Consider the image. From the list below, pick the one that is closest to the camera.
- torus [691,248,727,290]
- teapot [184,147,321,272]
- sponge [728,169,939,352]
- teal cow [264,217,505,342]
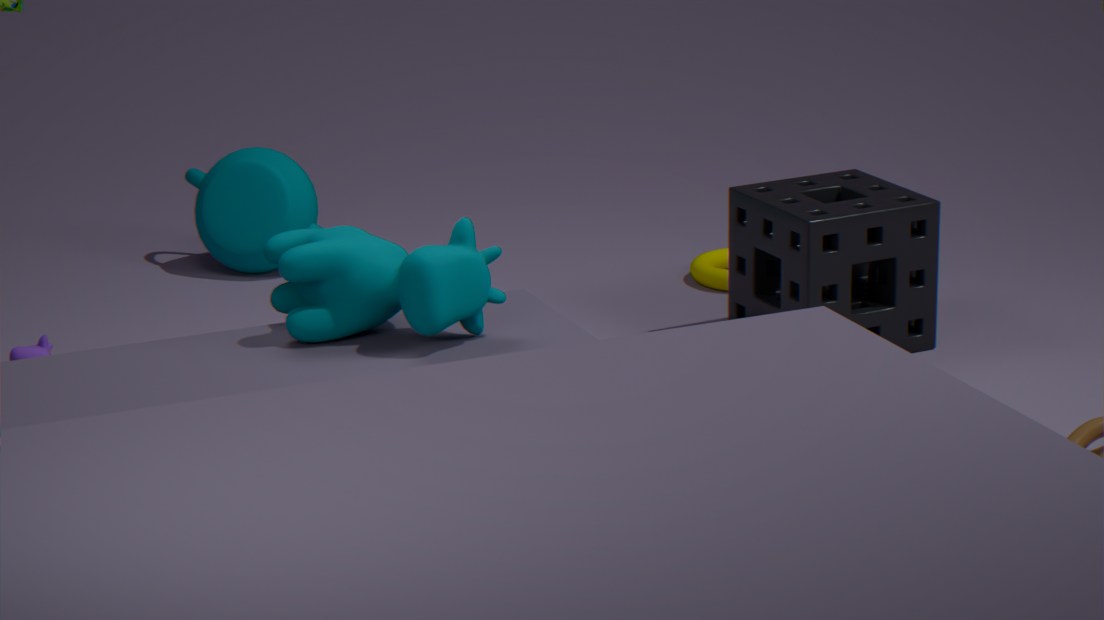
teal cow [264,217,505,342]
